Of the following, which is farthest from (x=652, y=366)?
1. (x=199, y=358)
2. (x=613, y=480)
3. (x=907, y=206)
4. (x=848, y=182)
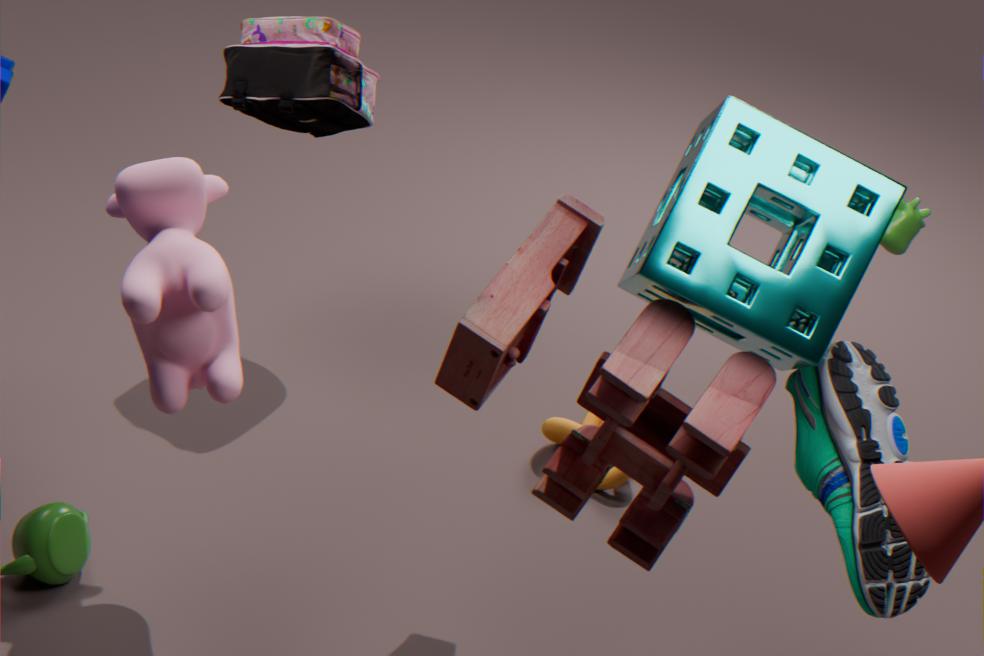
(x=613, y=480)
